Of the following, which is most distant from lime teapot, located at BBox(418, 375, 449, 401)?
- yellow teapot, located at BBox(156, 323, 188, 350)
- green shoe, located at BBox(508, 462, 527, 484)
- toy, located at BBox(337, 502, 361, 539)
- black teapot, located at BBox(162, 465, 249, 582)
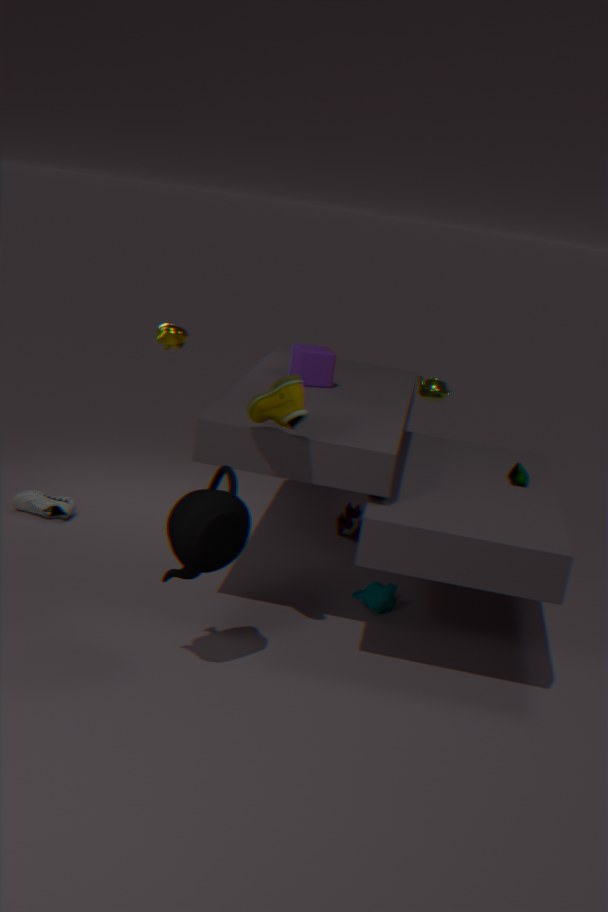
black teapot, located at BBox(162, 465, 249, 582)
